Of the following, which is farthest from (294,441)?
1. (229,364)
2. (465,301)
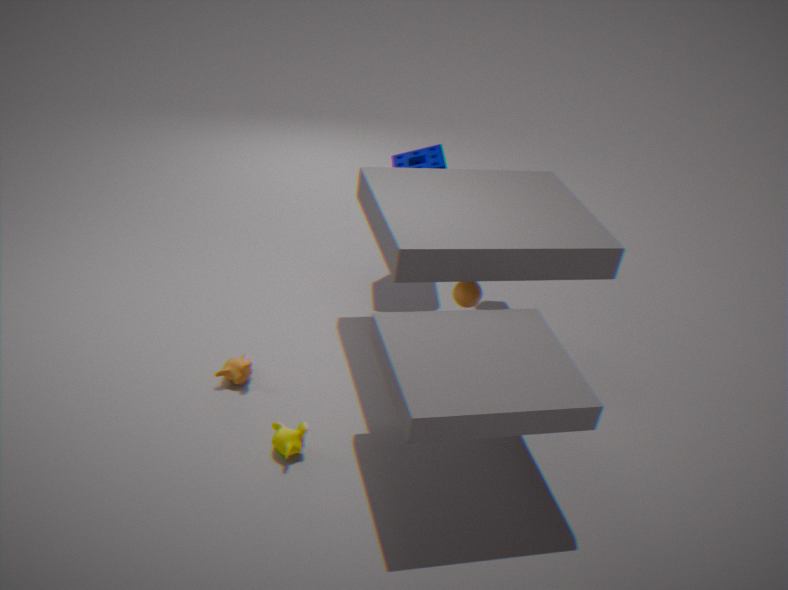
(465,301)
